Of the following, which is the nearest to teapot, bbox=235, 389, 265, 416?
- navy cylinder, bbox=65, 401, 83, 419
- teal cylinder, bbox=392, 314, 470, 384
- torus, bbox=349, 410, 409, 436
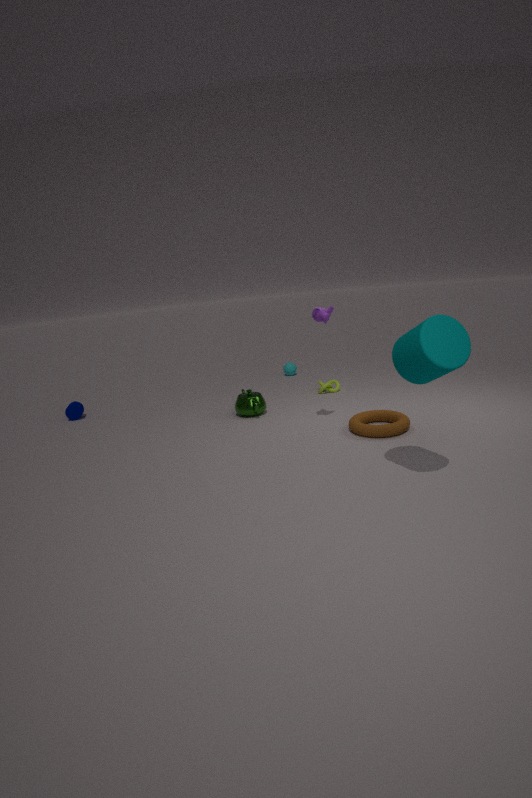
torus, bbox=349, 410, 409, 436
